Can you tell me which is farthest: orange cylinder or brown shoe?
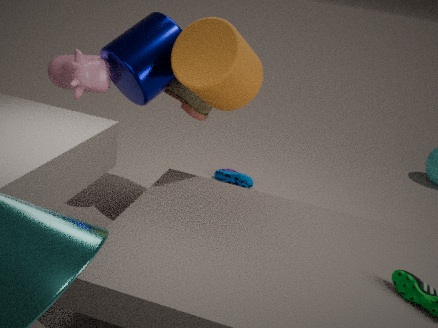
brown shoe
